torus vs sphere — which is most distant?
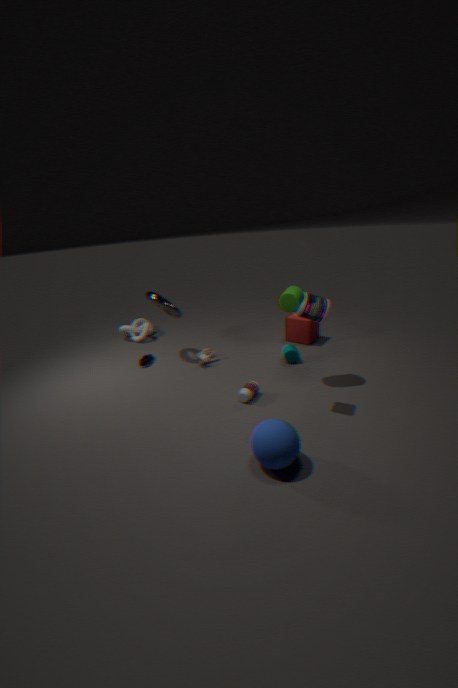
torus
